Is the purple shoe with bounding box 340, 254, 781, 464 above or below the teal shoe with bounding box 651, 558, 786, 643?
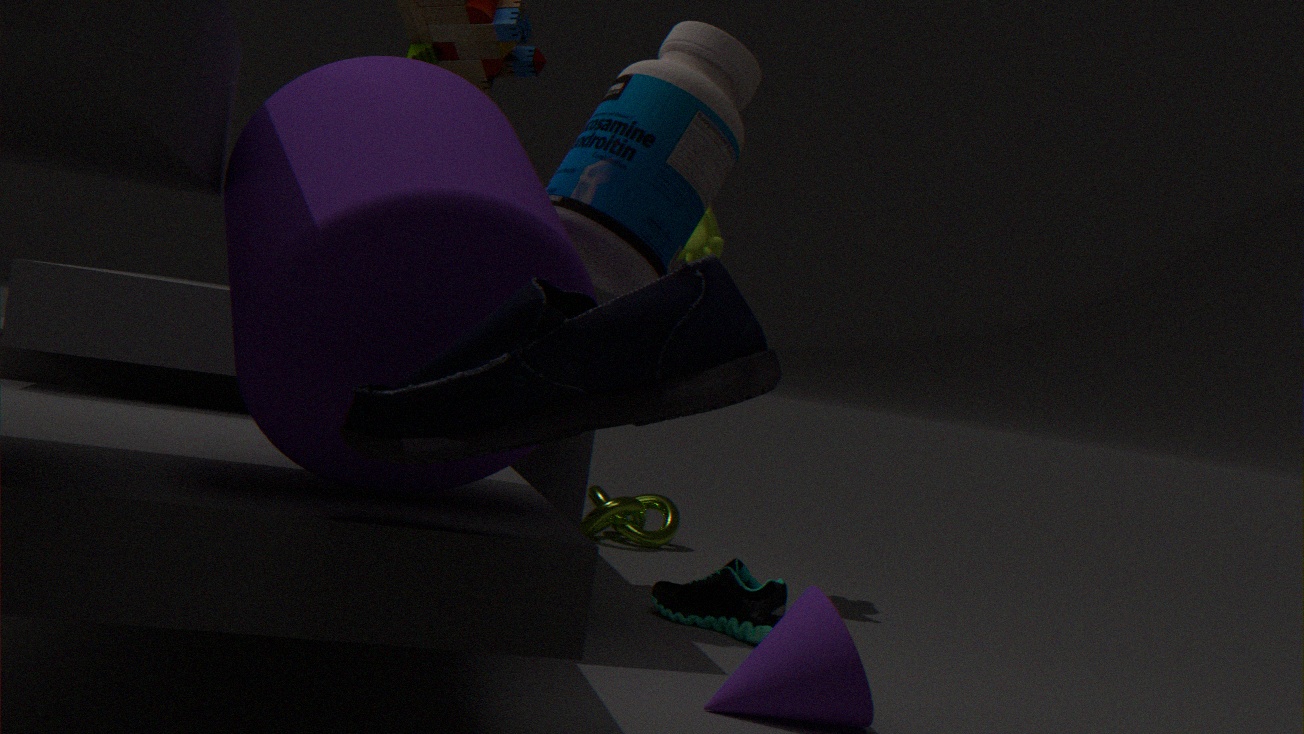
above
